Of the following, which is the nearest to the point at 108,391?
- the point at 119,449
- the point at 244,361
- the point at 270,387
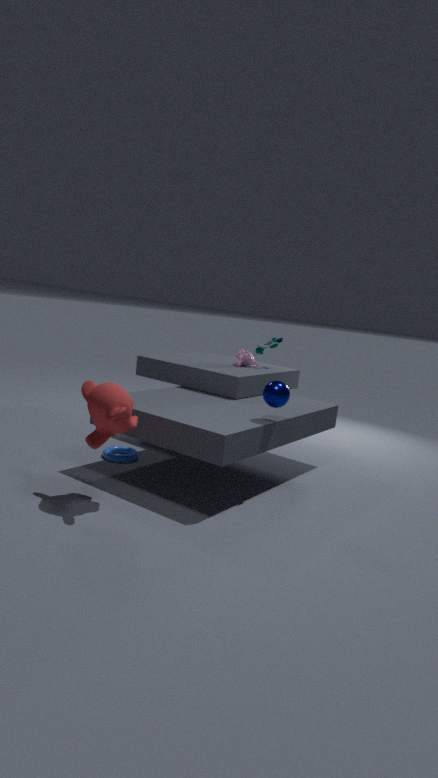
the point at 119,449
